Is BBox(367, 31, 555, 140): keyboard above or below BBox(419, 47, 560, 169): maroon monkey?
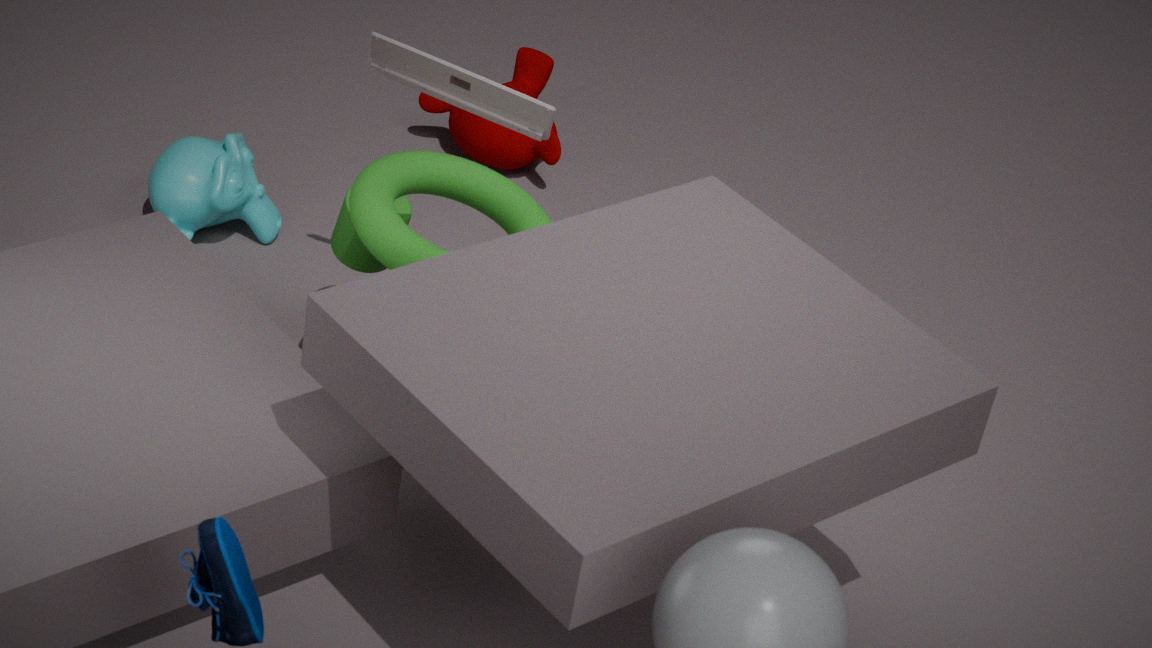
above
